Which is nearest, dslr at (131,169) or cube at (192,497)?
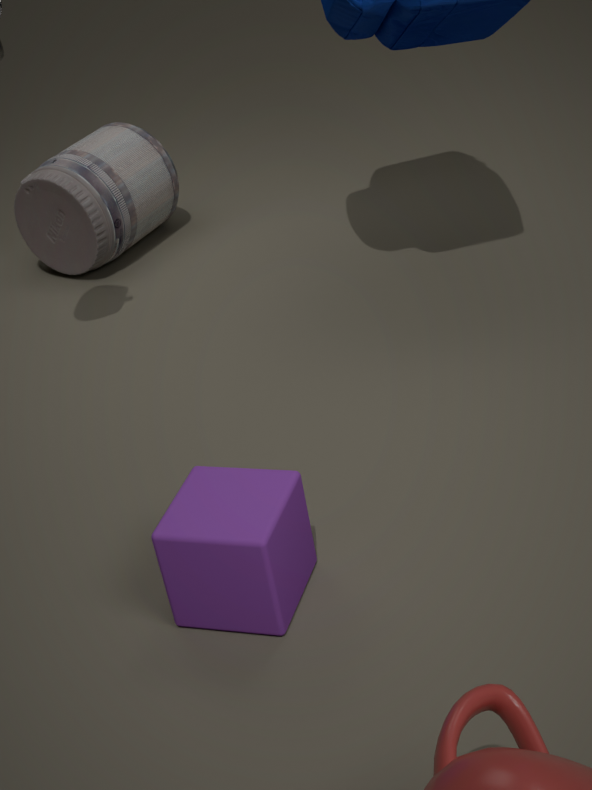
cube at (192,497)
